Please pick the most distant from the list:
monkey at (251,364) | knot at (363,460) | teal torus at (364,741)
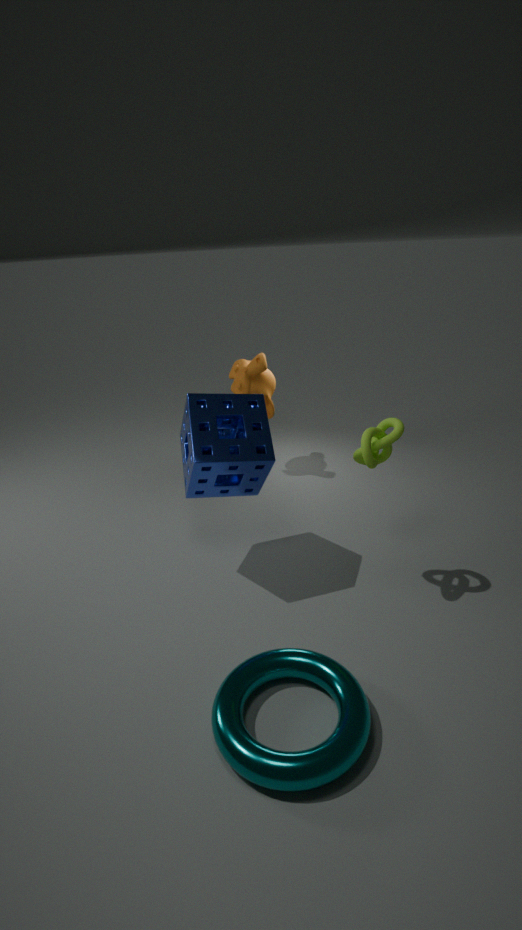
monkey at (251,364)
